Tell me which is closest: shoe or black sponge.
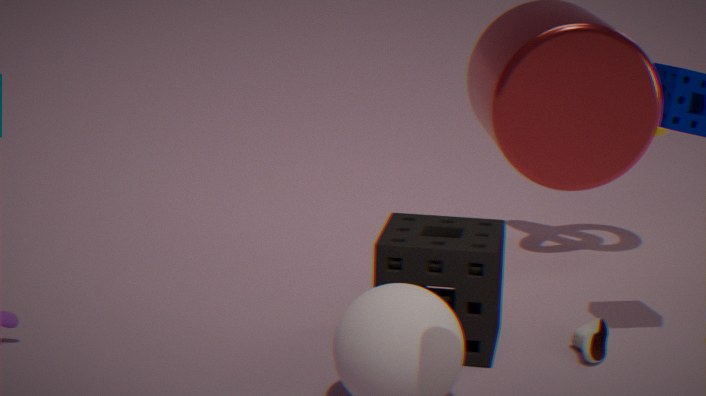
black sponge
